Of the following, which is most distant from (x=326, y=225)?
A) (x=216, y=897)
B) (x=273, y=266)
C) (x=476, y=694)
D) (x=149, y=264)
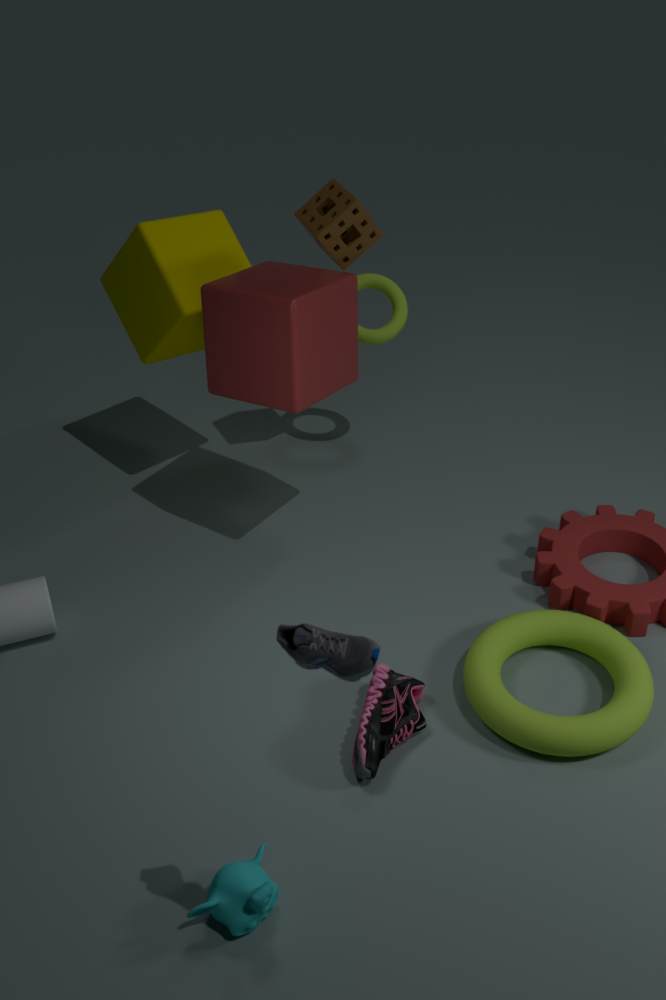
(x=216, y=897)
